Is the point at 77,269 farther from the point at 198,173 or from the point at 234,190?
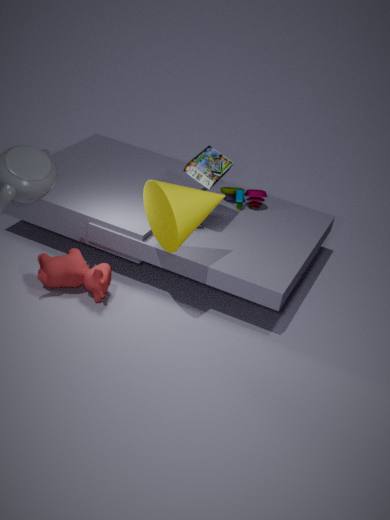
the point at 234,190
